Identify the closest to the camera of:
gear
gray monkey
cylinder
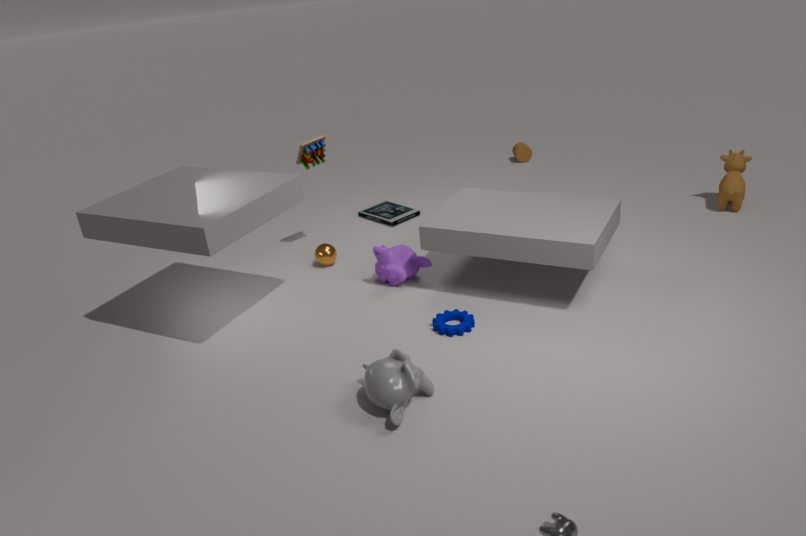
gray monkey
